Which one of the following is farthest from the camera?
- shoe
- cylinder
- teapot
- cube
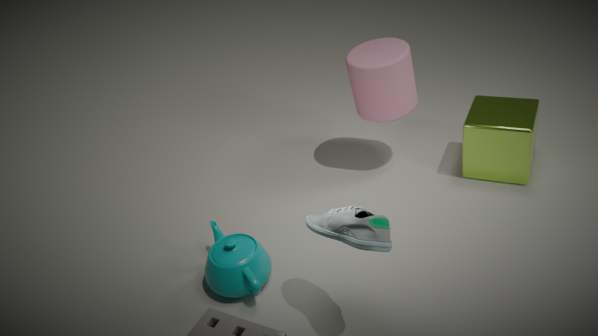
cylinder
